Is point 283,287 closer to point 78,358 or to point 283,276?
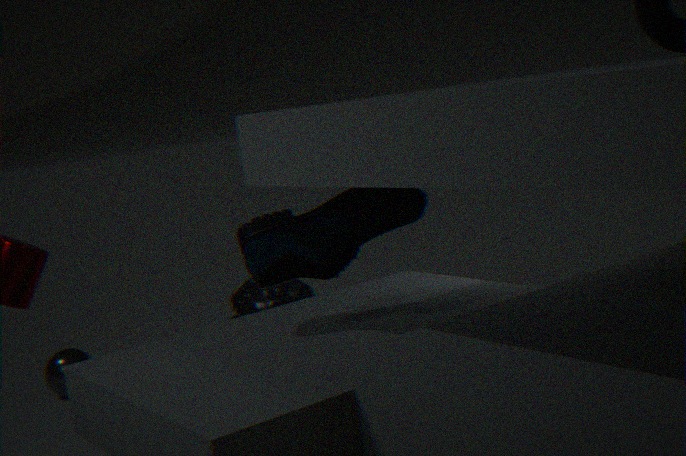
point 78,358
